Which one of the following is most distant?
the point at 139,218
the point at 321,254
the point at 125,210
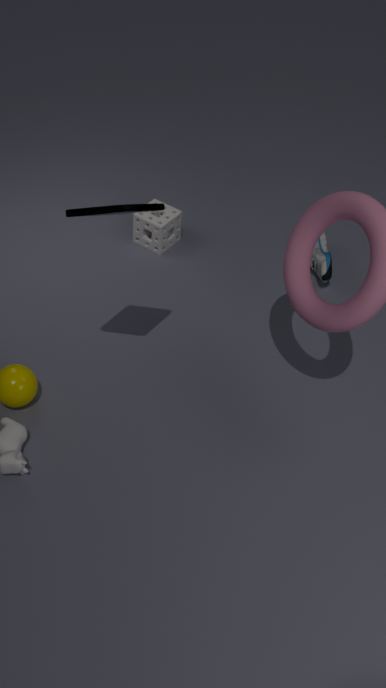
the point at 139,218
